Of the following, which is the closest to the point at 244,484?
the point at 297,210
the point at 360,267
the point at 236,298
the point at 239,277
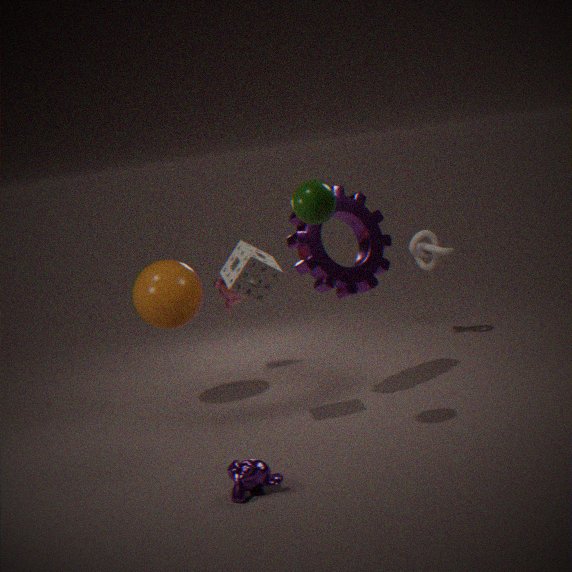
the point at 239,277
